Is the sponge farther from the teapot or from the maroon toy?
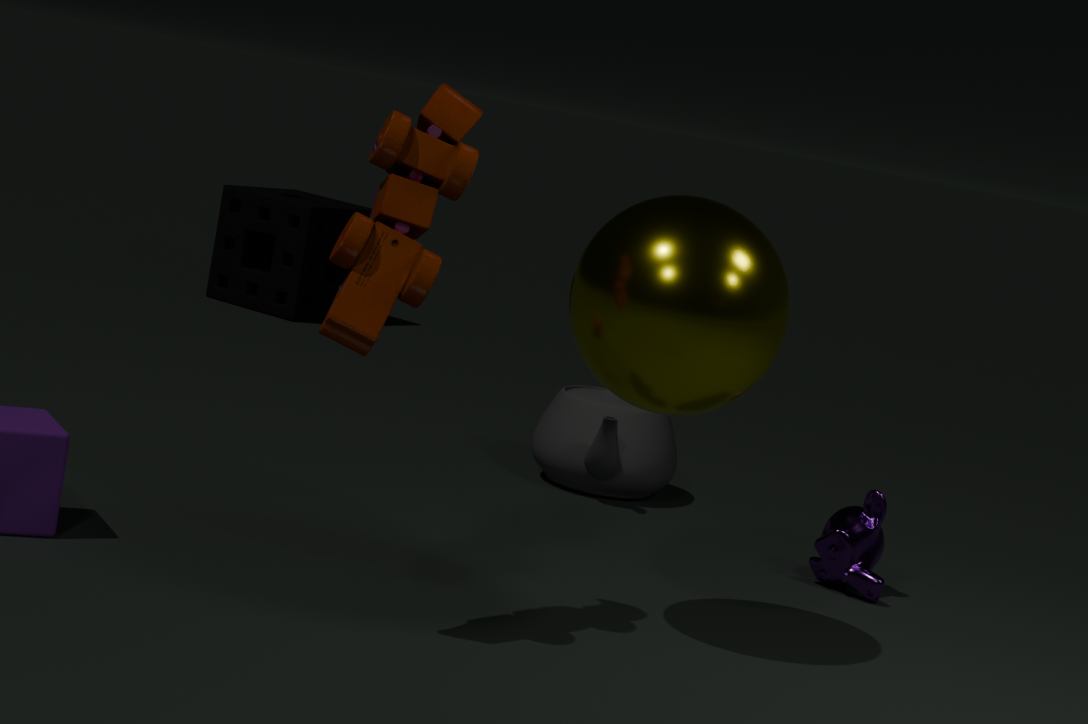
the maroon toy
